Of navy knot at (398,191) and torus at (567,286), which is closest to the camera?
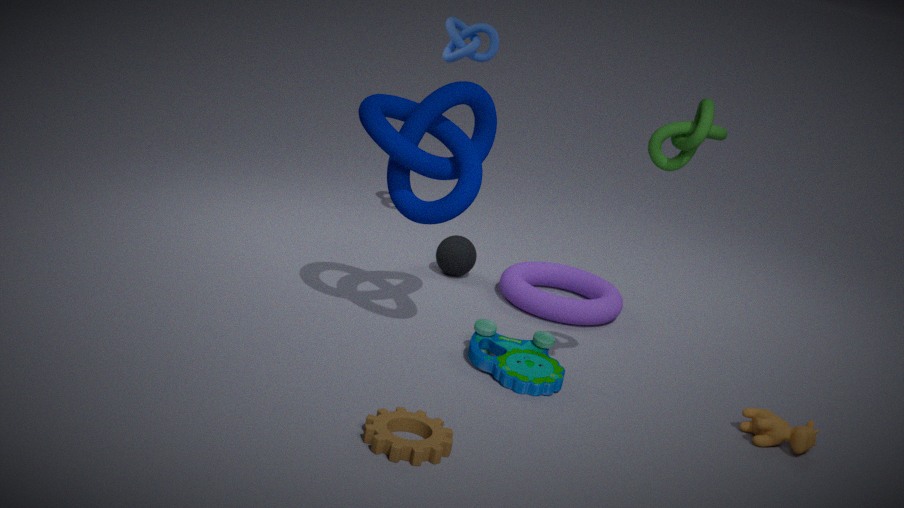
navy knot at (398,191)
